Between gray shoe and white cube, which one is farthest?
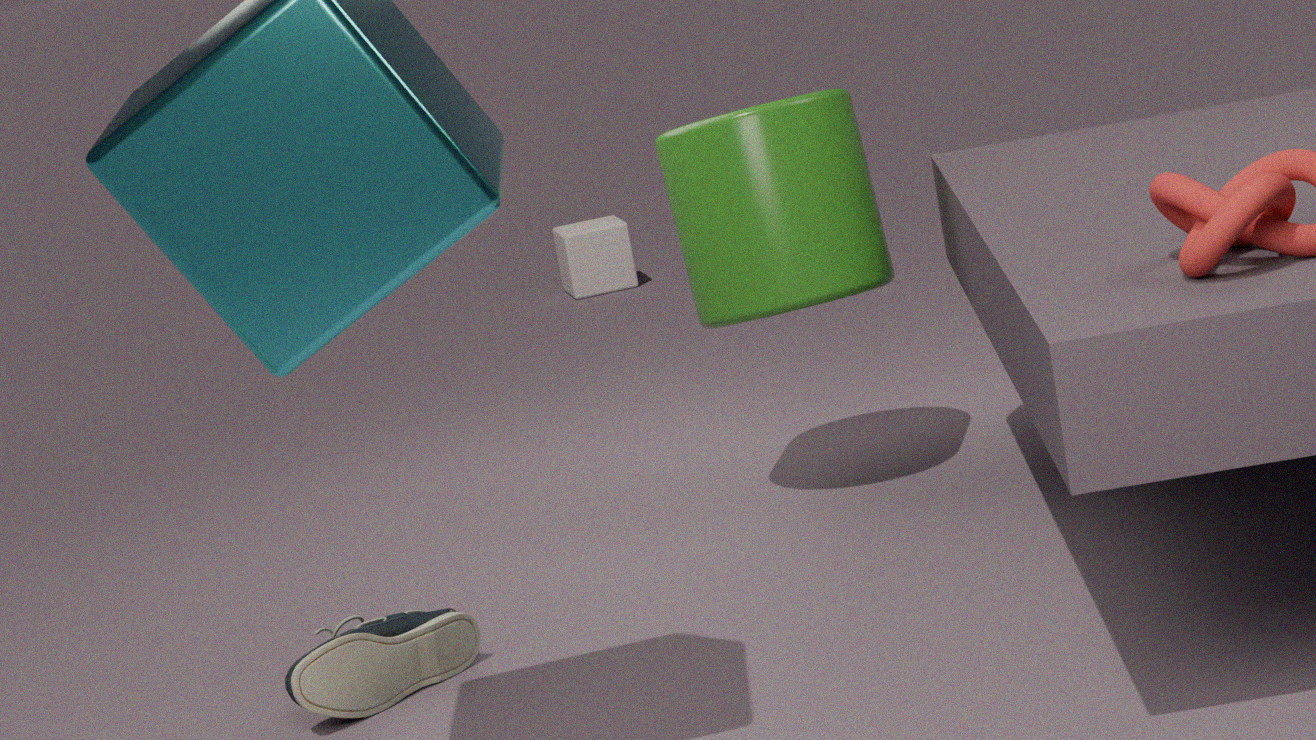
white cube
